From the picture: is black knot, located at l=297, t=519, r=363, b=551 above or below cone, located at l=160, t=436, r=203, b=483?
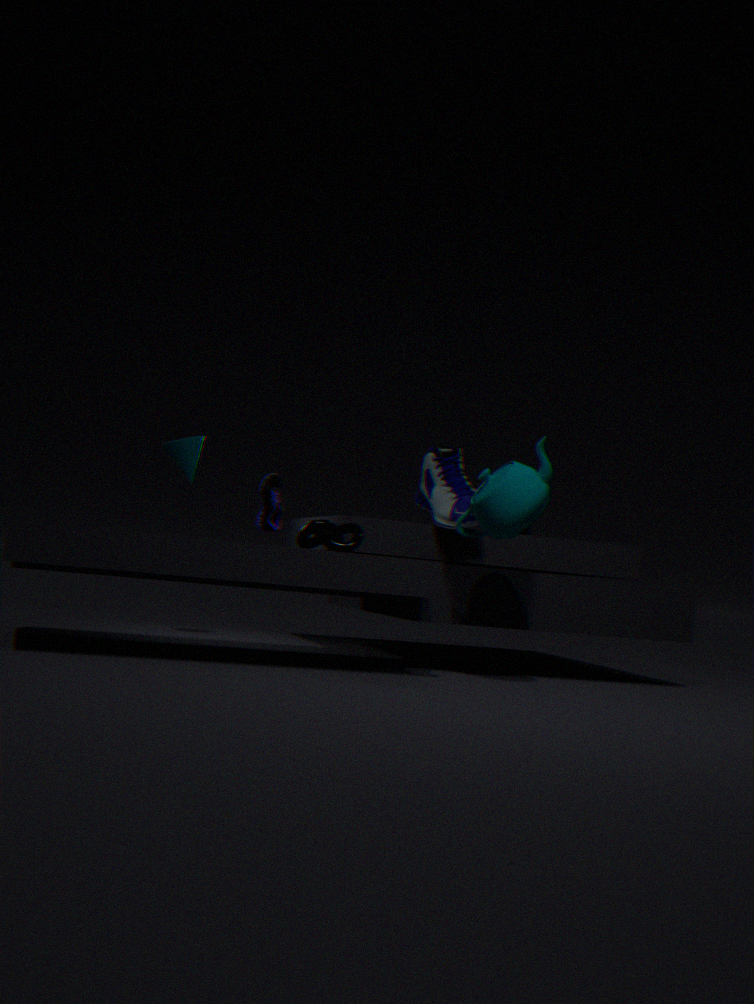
below
